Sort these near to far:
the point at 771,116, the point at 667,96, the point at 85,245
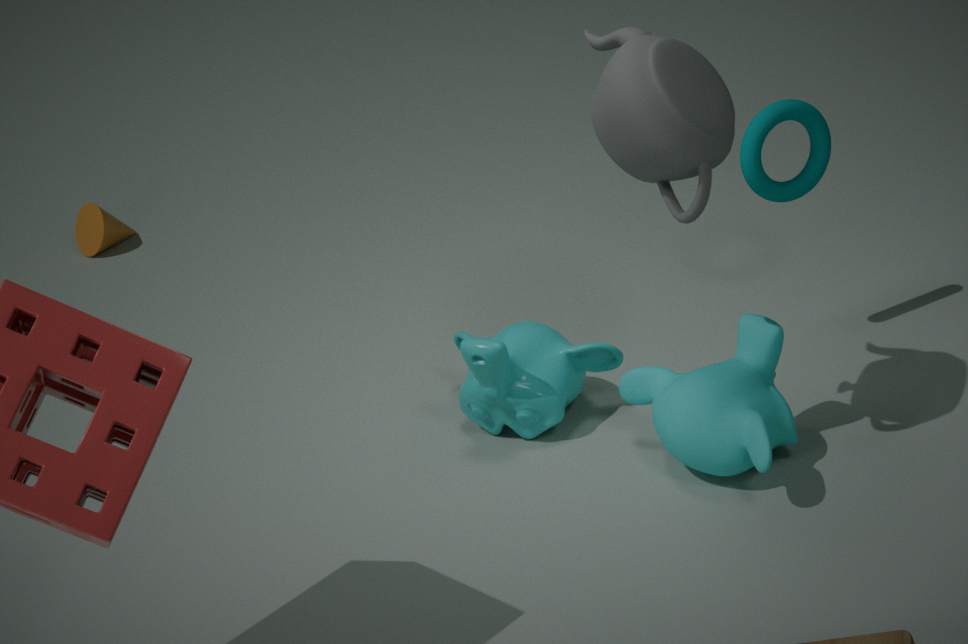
the point at 667,96
the point at 771,116
the point at 85,245
